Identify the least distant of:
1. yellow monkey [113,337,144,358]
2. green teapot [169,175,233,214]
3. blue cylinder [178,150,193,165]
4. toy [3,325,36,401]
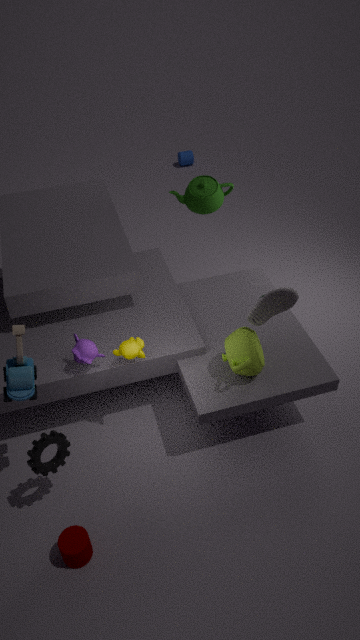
toy [3,325,36,401]
